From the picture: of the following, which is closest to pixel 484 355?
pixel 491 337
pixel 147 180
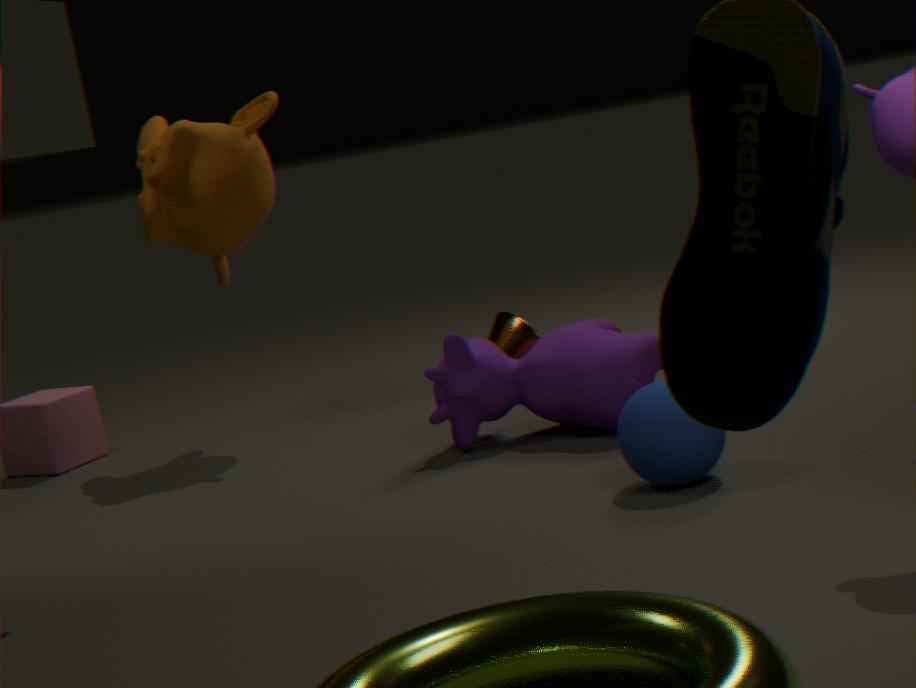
pixel 491 337
